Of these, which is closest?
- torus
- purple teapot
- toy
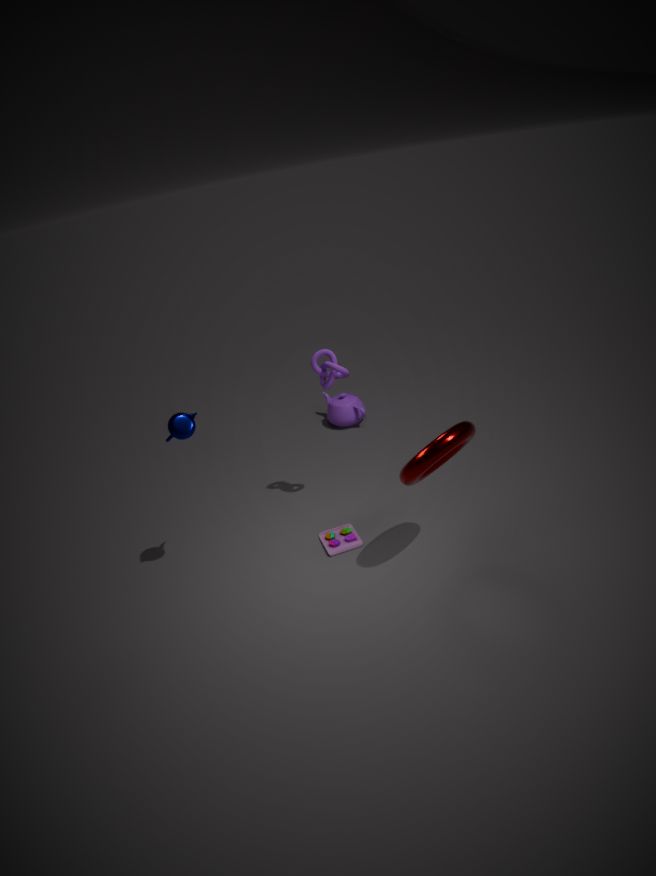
torus
